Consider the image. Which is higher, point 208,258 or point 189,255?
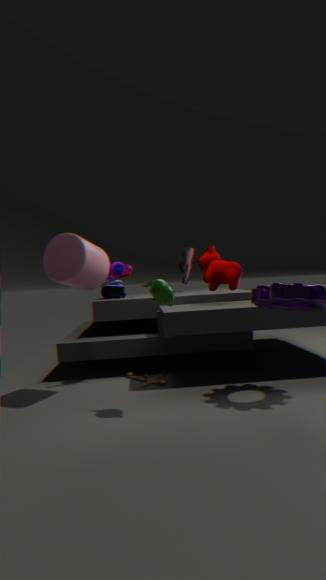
point 189,255
